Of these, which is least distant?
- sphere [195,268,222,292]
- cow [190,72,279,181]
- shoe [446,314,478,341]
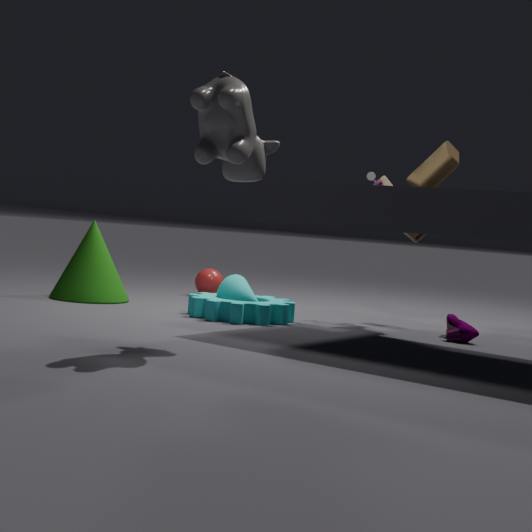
cow [190,72,279,181]
